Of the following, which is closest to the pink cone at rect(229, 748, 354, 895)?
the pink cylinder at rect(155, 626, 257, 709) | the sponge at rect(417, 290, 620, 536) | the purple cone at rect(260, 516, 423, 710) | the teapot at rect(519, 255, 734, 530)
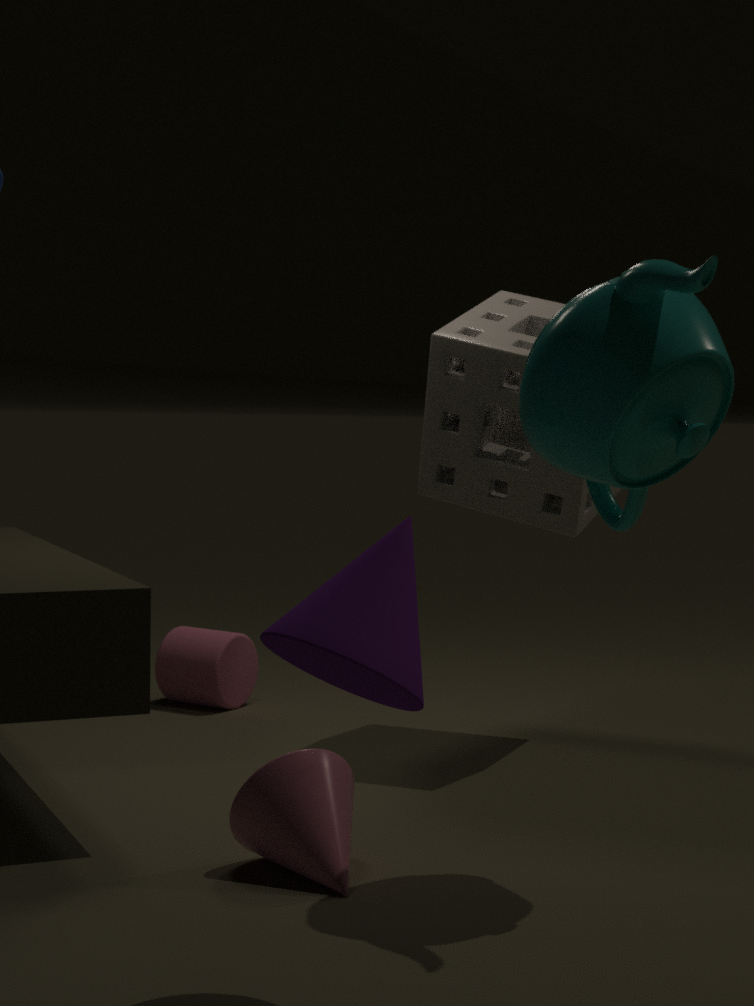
the purple cone at rect(260, 516, 423, 710)
